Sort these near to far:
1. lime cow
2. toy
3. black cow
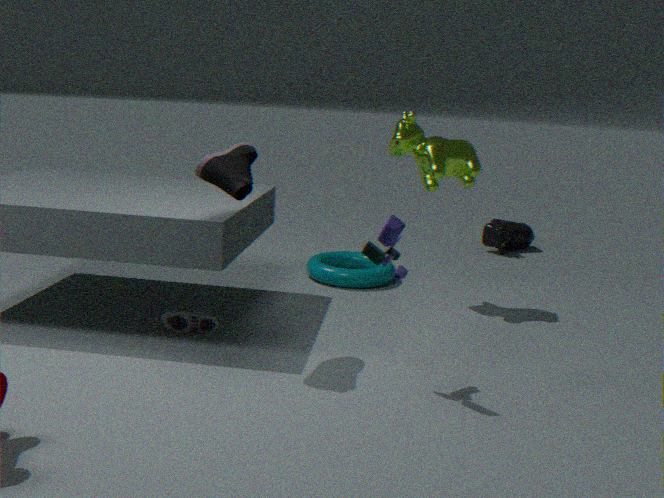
toy < lime cow < black cow
